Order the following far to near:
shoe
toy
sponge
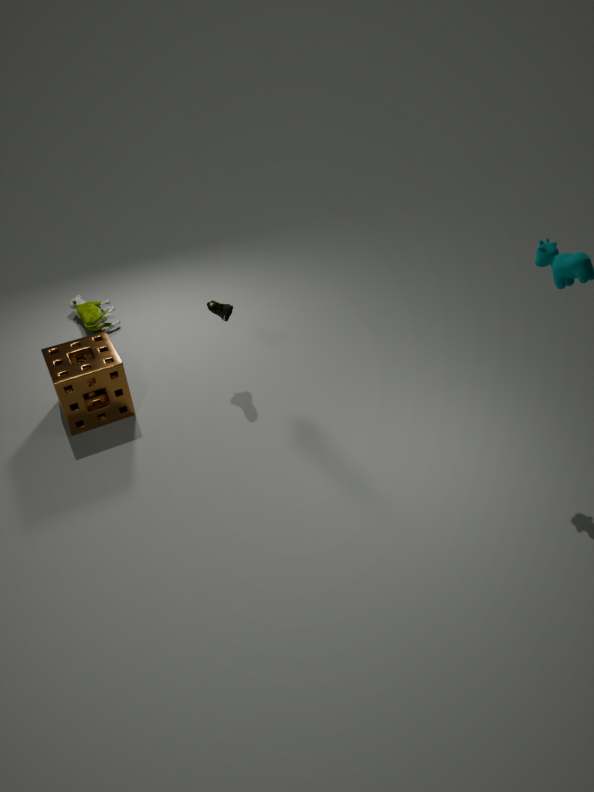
toy, shoe, sponge
